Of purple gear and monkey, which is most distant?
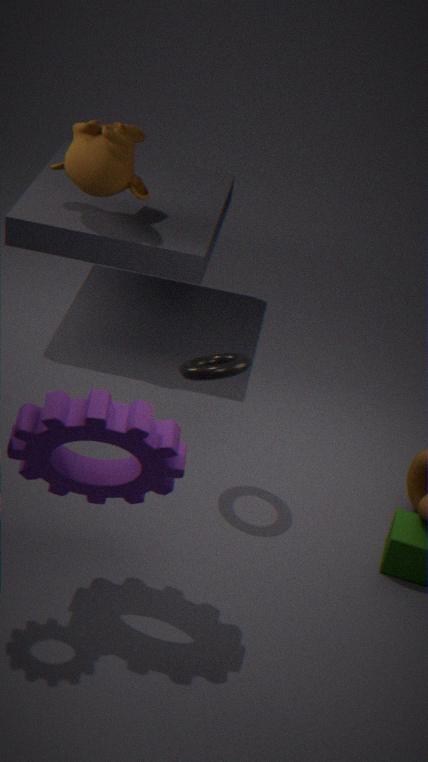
monkey
